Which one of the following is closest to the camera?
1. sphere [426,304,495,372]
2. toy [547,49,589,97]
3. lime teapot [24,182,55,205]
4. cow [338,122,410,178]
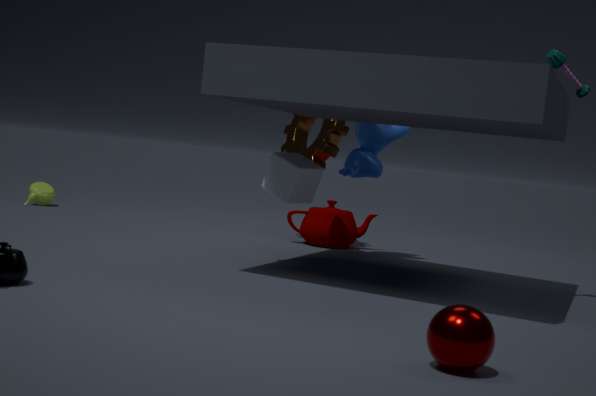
sphere [426,304,495,372]
